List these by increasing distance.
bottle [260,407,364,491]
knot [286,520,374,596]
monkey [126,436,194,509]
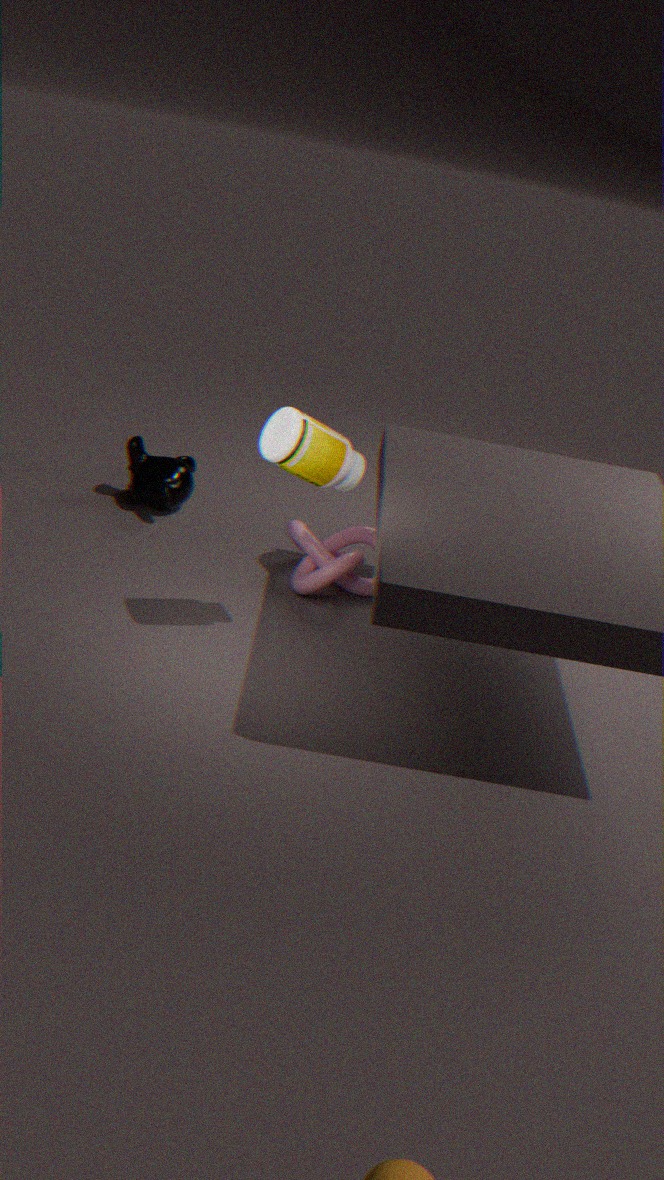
bottle [260,407,364,491]
knot [286,520,374,596]
monkey [126,436,194,509]
